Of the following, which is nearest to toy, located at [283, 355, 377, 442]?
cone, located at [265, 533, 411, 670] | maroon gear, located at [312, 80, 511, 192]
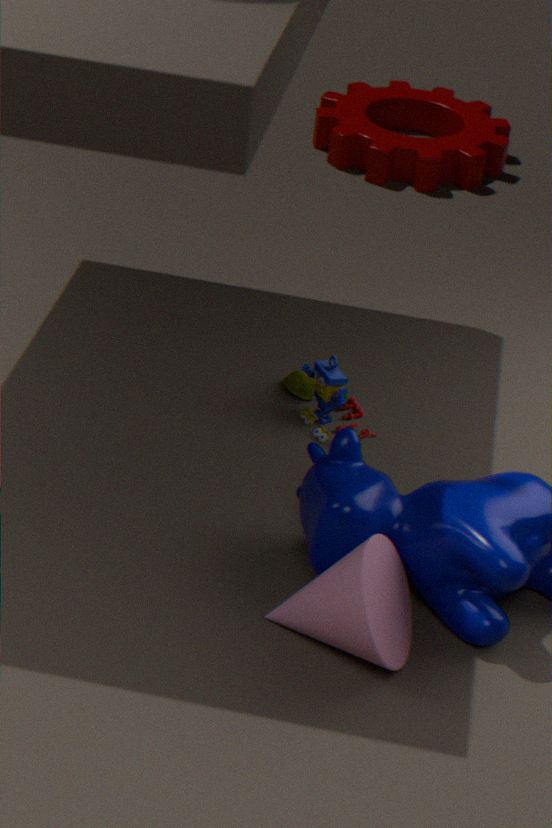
cone, located at [265, 533, 411, 670]
